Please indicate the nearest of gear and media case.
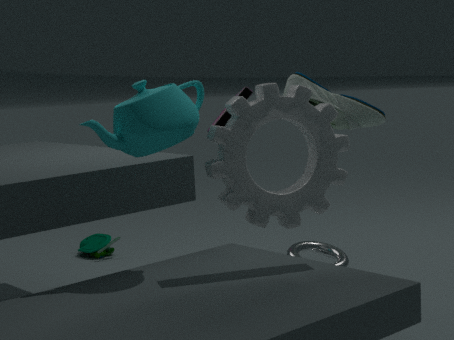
gear
